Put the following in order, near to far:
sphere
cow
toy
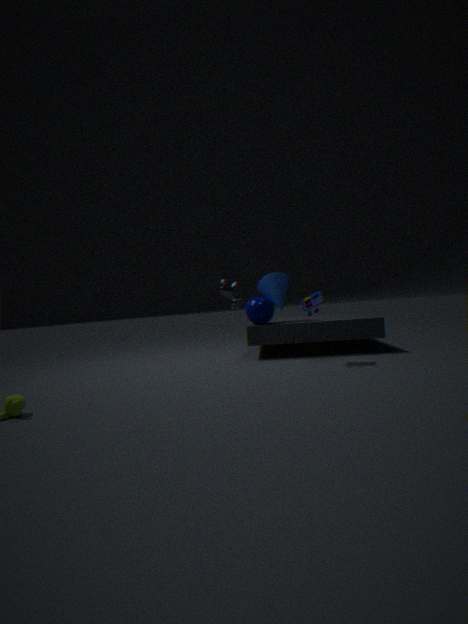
1. toy
2. sphere
3. cow
